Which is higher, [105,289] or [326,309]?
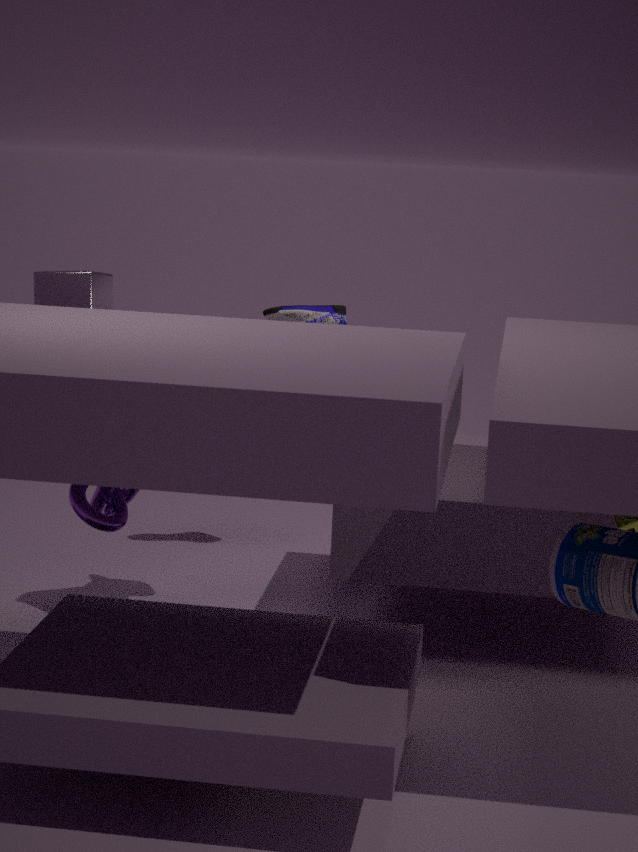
[105,289]
